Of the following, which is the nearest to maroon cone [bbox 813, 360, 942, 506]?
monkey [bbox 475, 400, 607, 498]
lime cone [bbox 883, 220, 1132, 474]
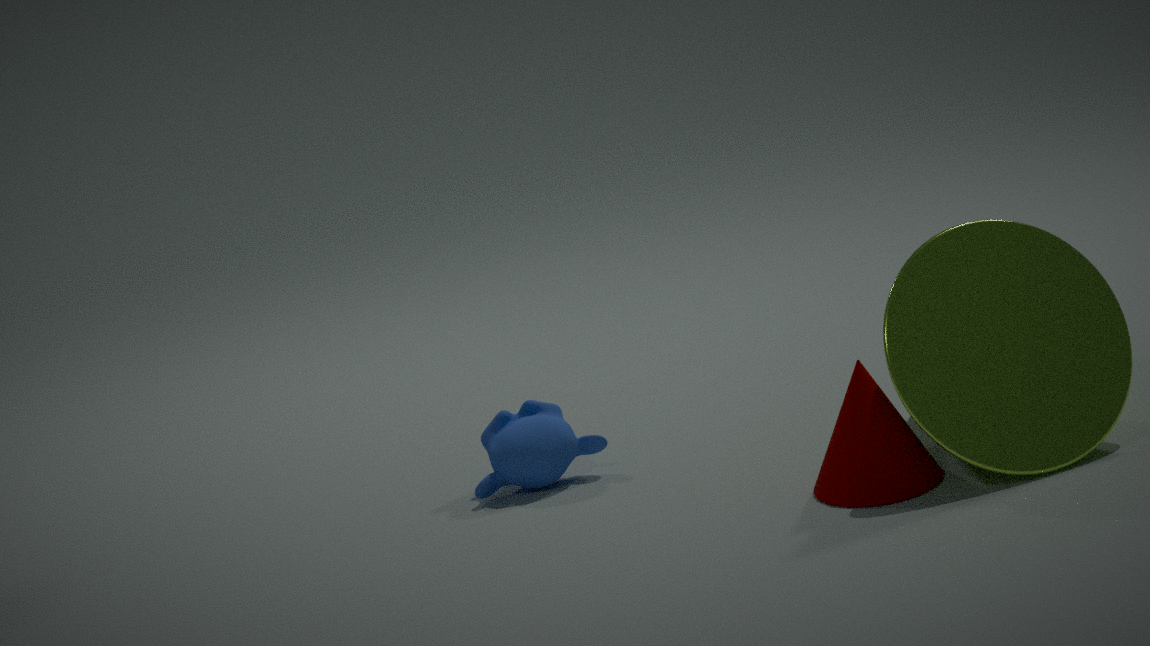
lime cone [bbox 883, 220, 1132, 474]
